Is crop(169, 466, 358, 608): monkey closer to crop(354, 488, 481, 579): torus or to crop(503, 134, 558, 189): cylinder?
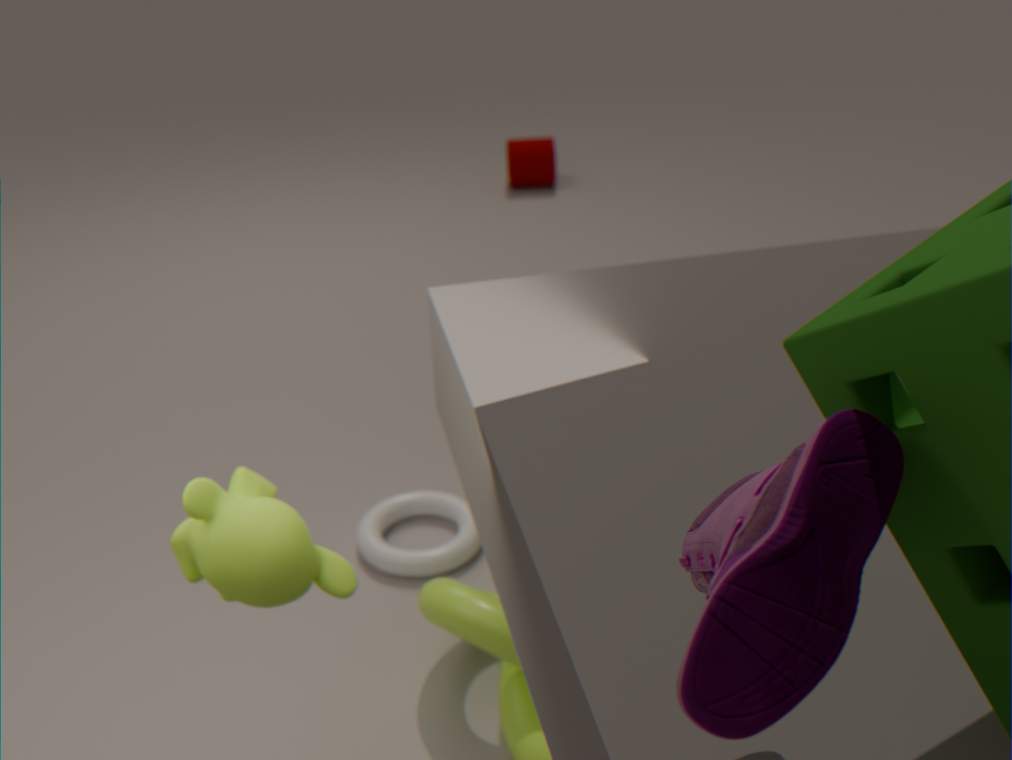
crop(354, 488, 481, 579): torus
